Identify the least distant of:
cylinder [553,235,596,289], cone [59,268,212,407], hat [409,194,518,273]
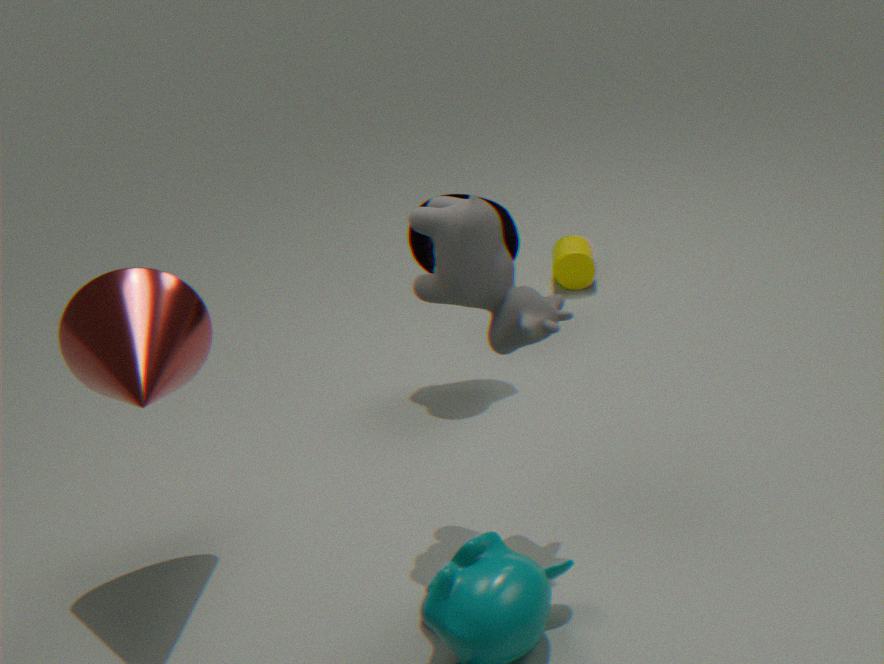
cone [59,268,212,407]
